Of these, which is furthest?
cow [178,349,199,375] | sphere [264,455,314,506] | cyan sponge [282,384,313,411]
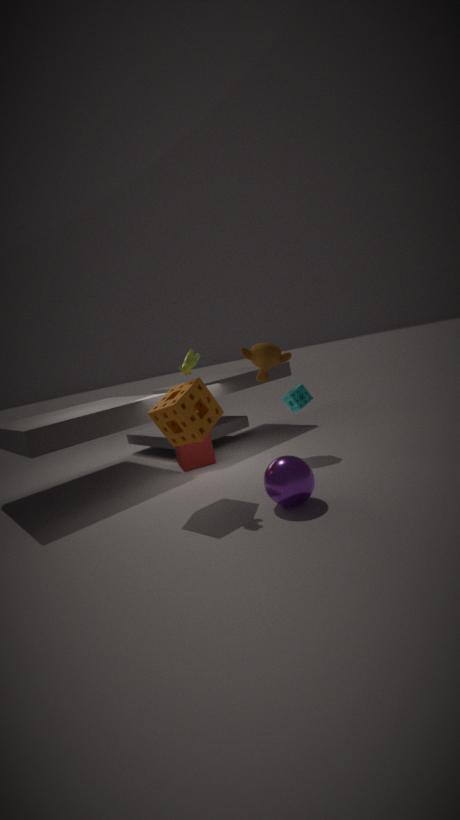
cyan sponge [282,384,313,411]
